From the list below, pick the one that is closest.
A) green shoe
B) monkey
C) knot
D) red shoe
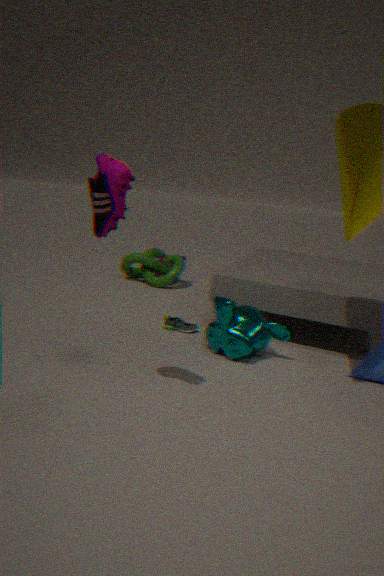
red shoe
